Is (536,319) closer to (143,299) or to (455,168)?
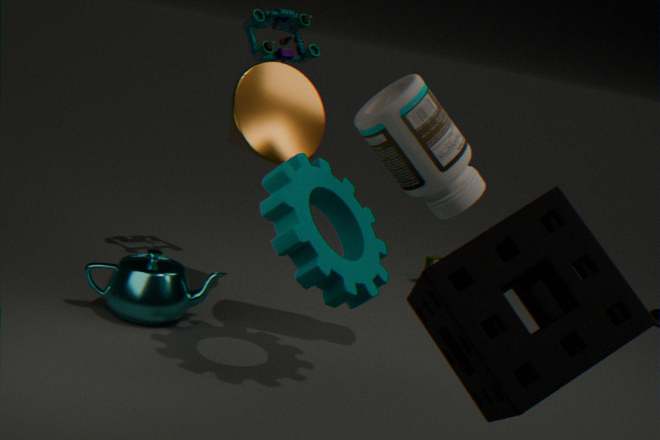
(455,168)
